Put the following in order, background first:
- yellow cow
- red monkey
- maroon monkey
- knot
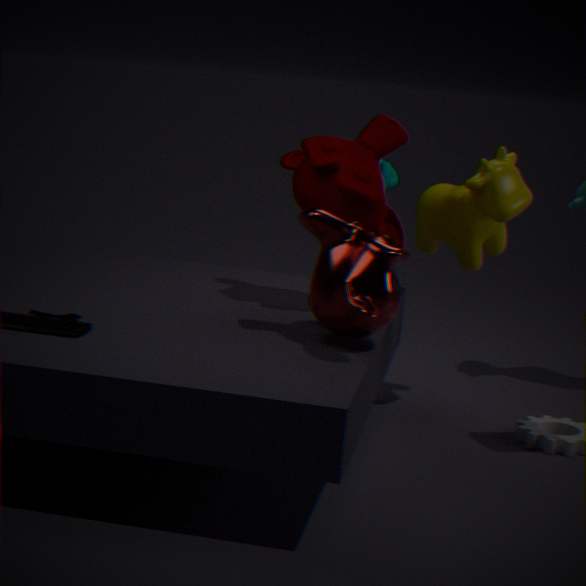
1. knot
2. yellow cow
3. maroon monkey
4. red monkey
